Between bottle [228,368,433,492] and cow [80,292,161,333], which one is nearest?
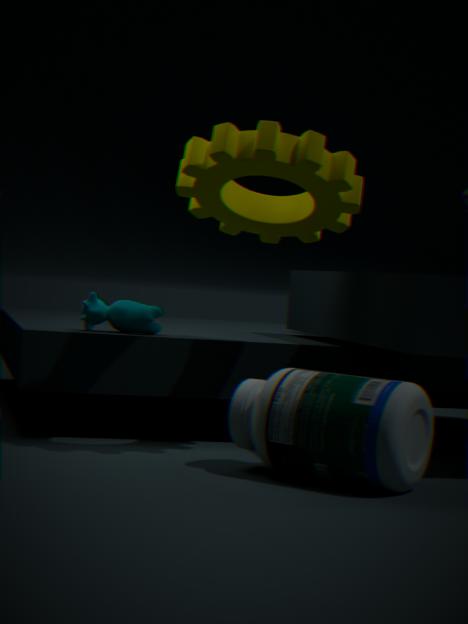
bottle [228,368,433,492]
